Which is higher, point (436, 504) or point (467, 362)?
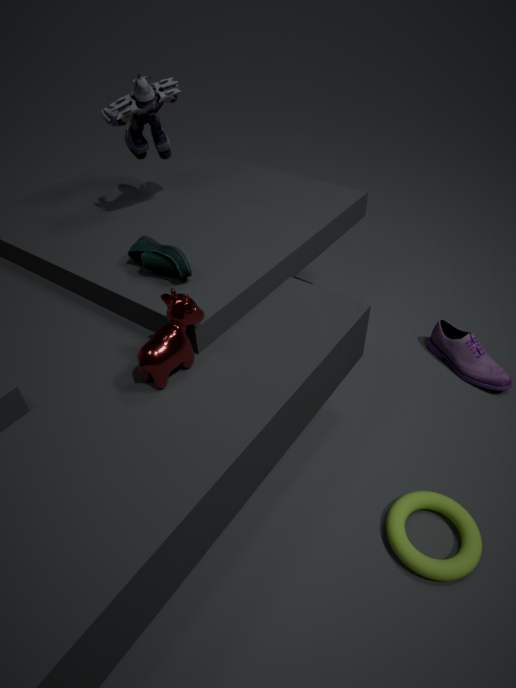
point (467, 362)
